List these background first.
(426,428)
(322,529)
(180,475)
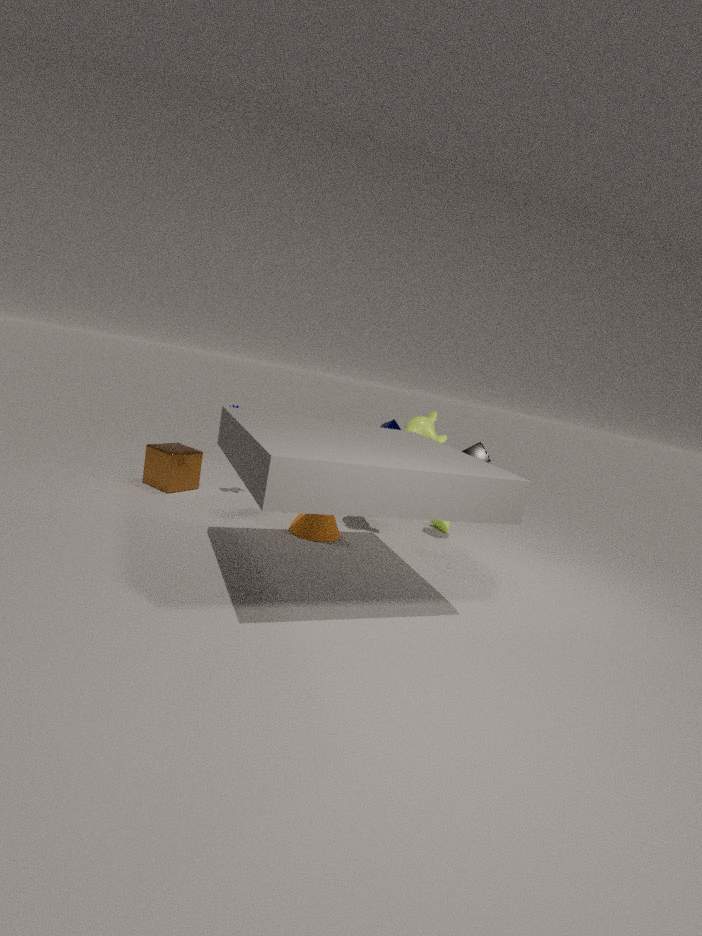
1. (426,428)
2. (180,475)
3. (322,529)
